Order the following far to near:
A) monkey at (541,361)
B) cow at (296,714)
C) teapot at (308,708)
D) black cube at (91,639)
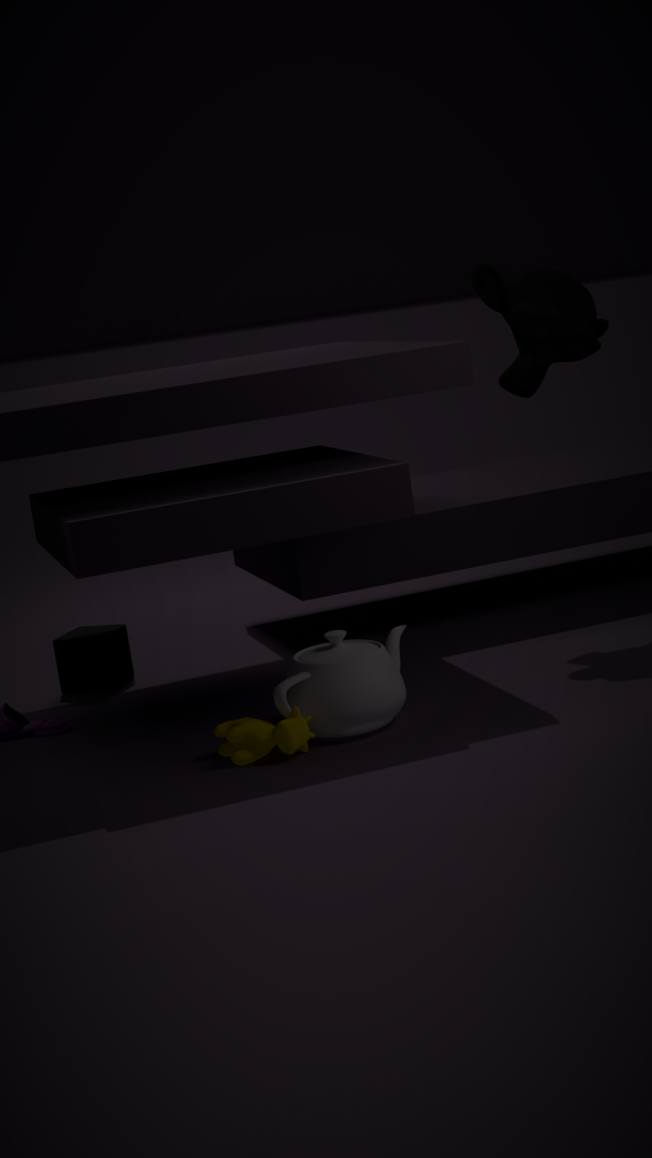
black cube at (91,639), monkey at (541,361), teapot at (308,708), cow at (296,714)
